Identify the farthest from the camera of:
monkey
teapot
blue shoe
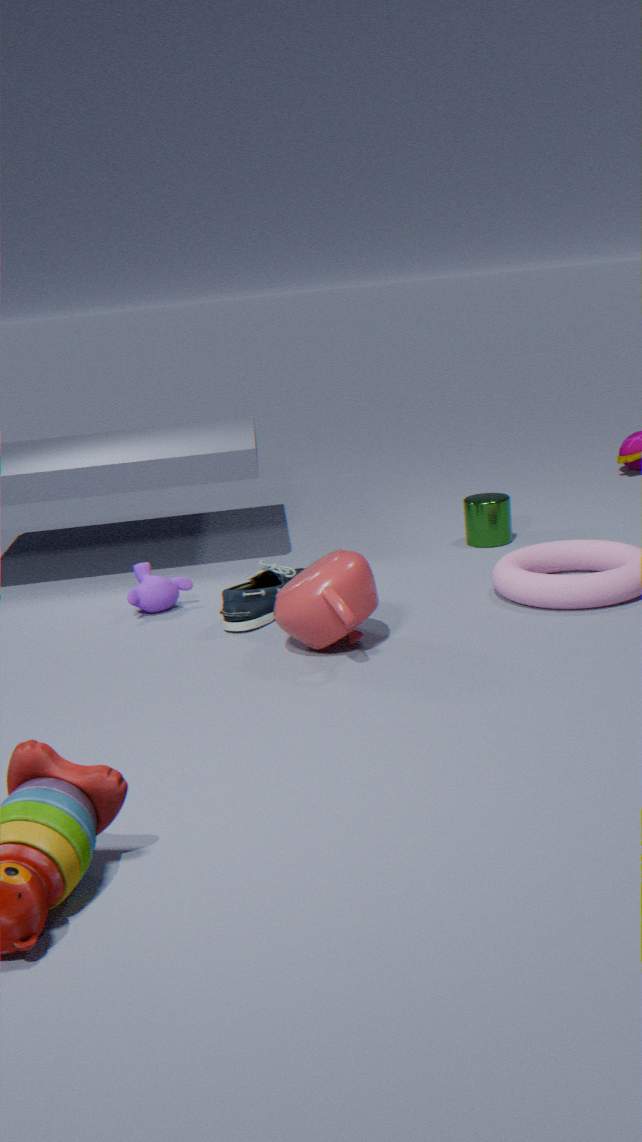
monkey
